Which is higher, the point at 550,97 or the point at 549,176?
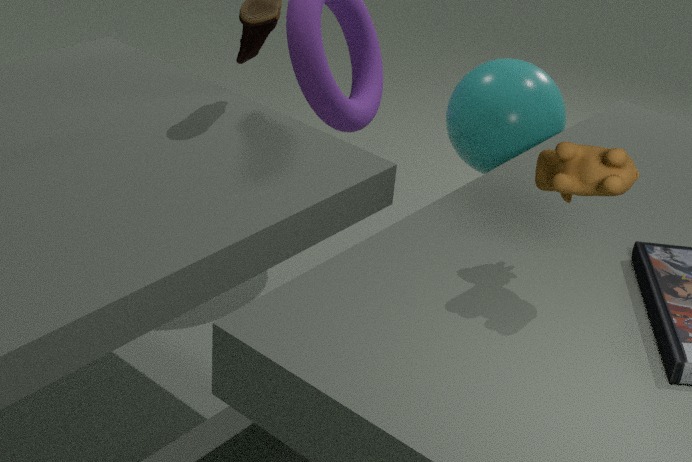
the point at 549,176
